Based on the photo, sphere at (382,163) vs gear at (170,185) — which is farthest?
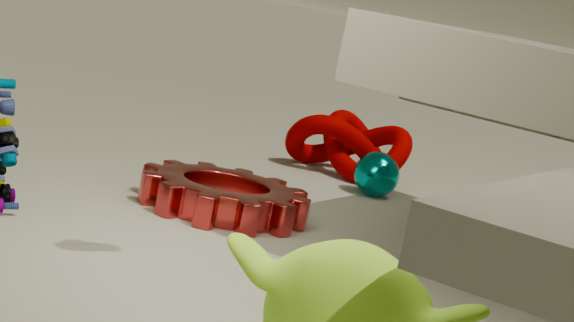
sphere at (382,163)
